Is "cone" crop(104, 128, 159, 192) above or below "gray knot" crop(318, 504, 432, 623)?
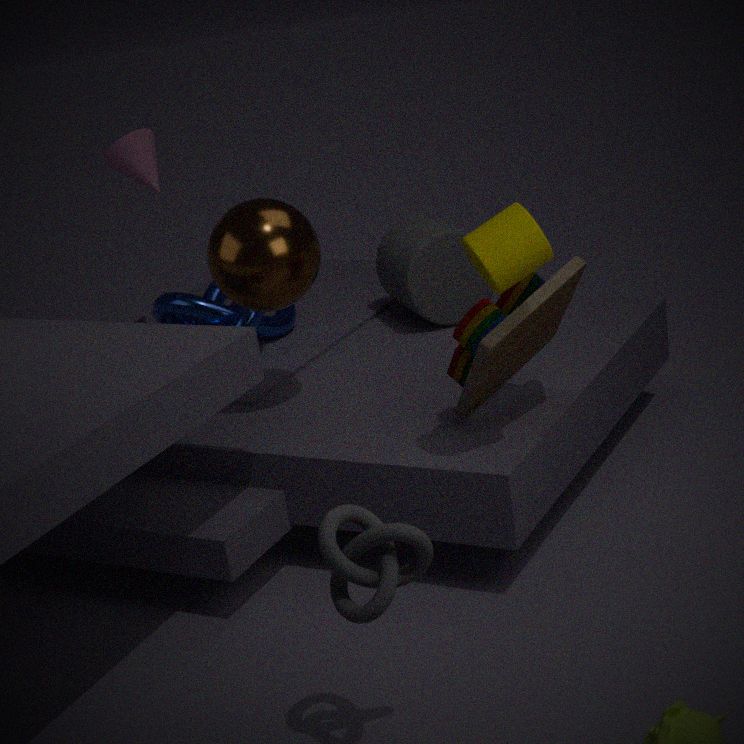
above
